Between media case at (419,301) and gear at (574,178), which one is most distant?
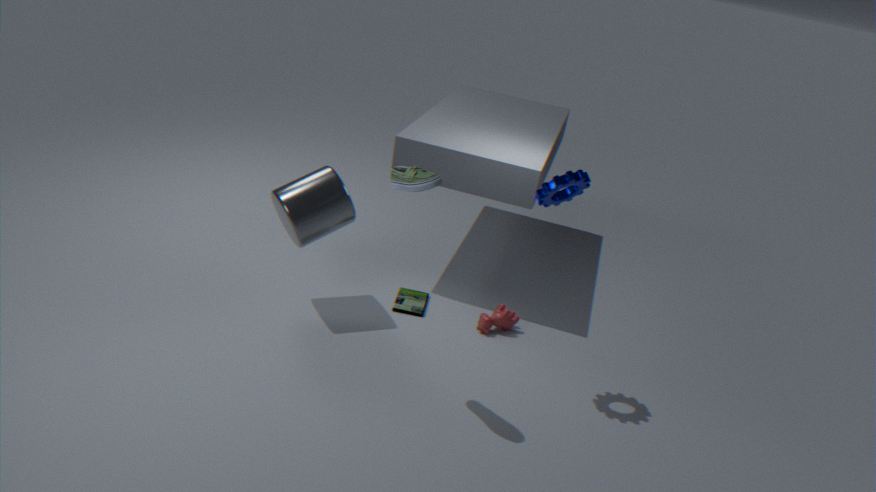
media case at (419,301)
